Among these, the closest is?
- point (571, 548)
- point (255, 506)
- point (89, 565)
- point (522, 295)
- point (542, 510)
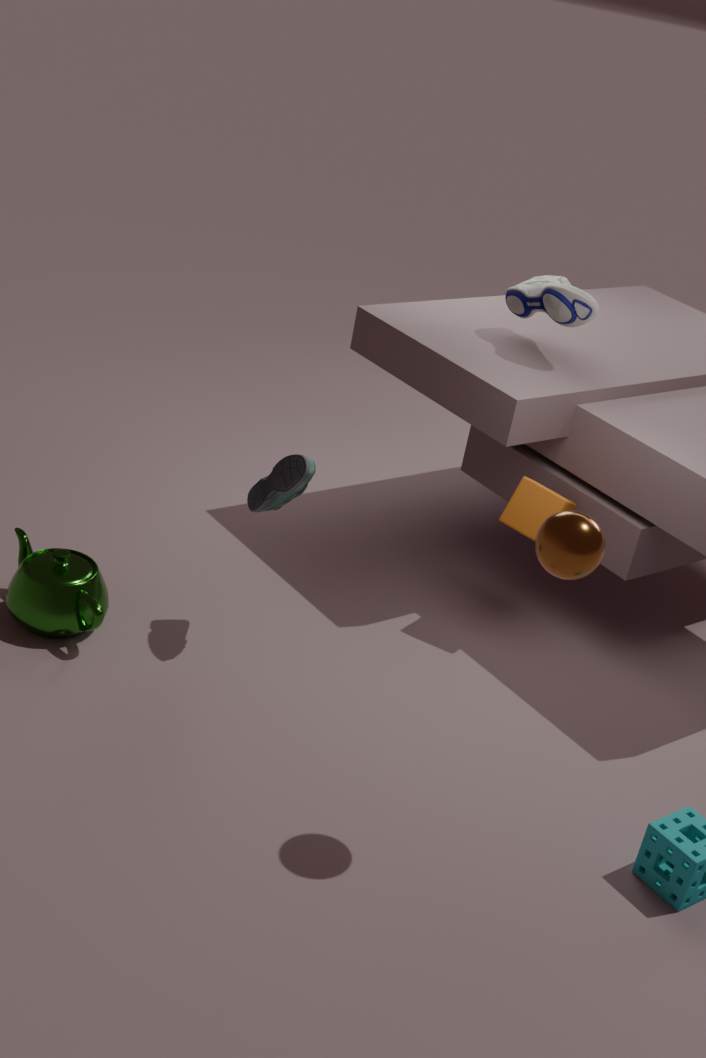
point (571, 548)
